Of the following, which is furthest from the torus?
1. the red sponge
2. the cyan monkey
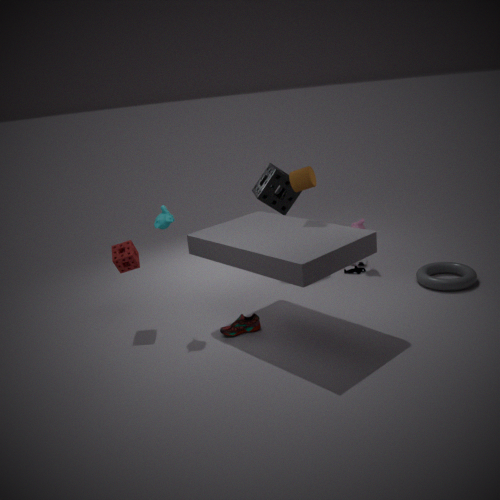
the red sponge
